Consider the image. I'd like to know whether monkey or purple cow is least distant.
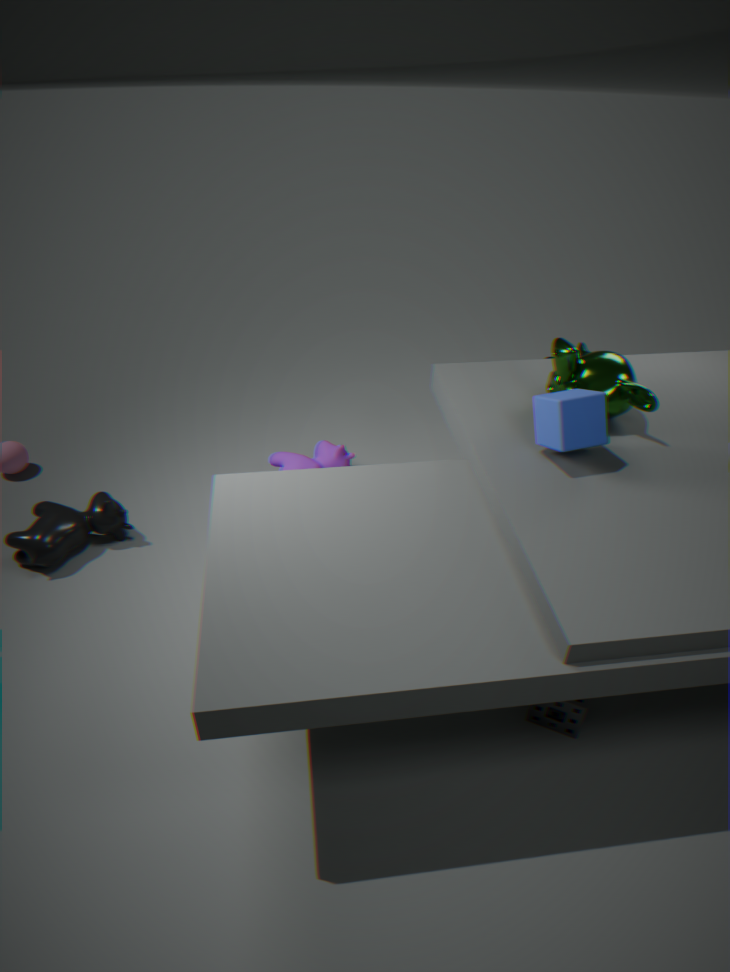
monkey
